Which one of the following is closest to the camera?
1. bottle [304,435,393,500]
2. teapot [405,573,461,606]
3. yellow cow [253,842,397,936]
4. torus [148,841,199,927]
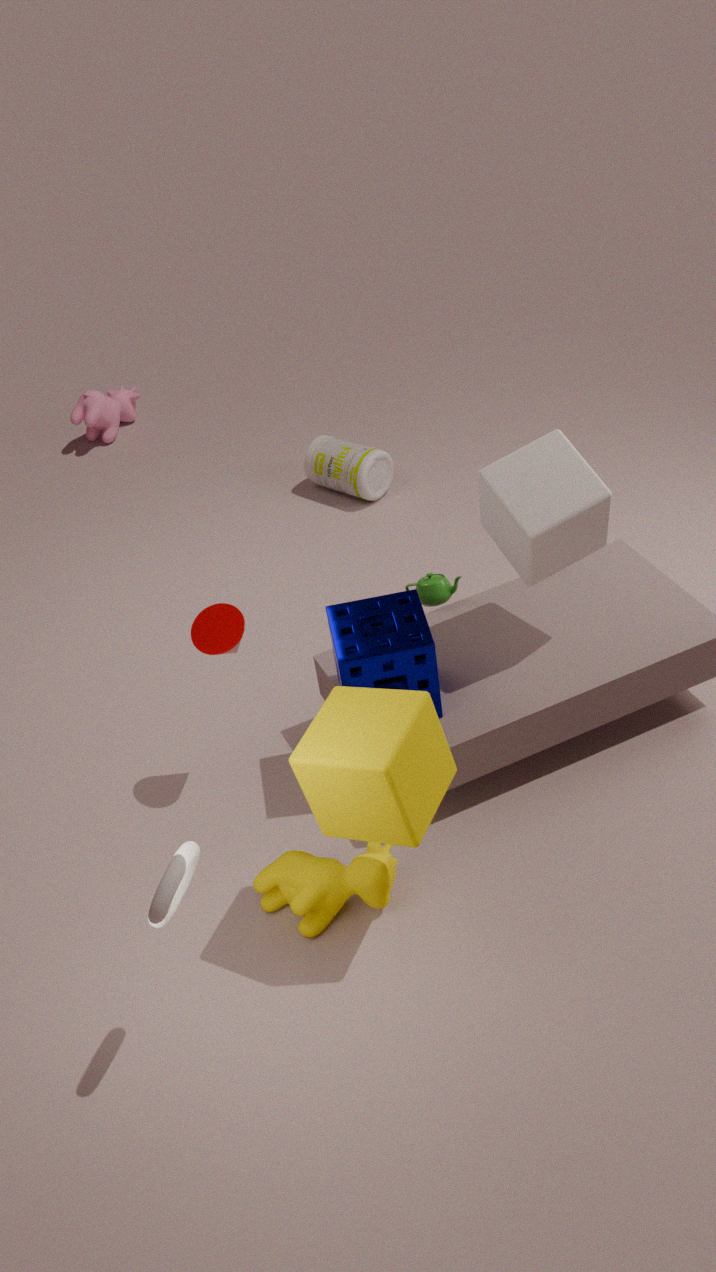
torus [148,841,199,927]
